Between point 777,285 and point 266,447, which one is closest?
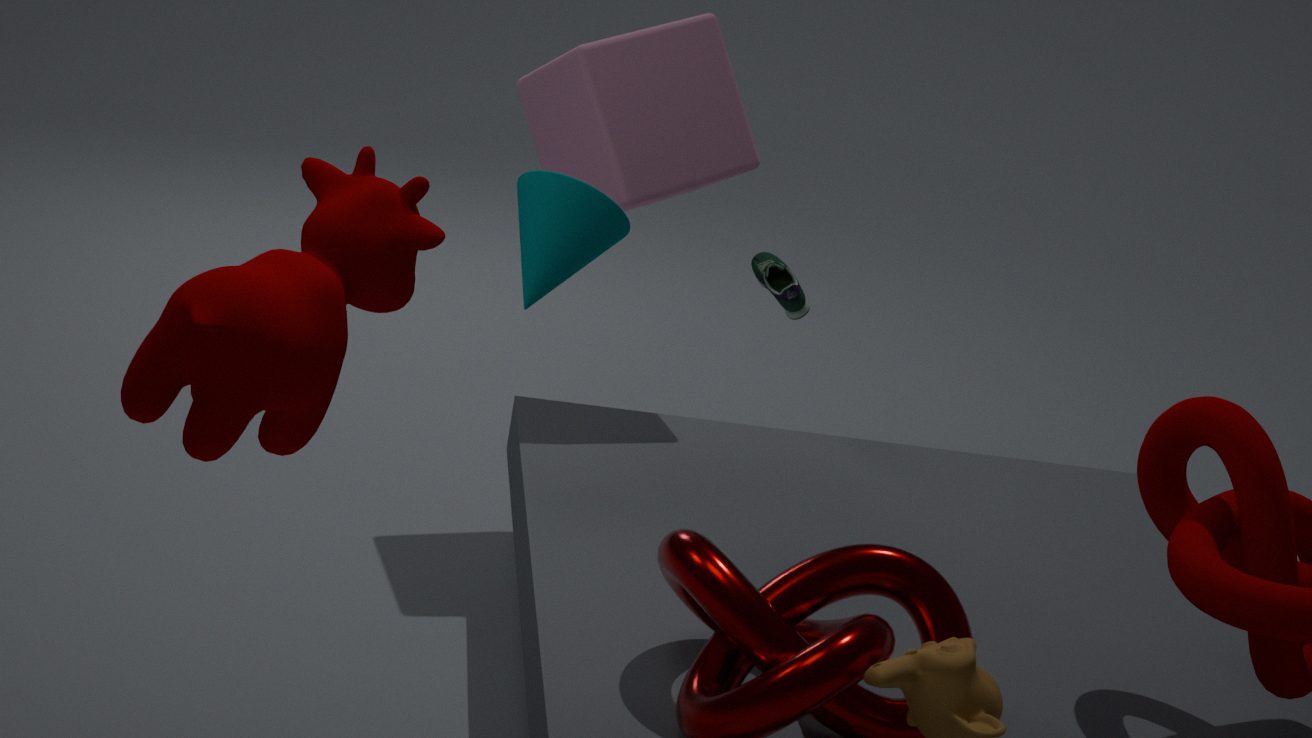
point 266,447
